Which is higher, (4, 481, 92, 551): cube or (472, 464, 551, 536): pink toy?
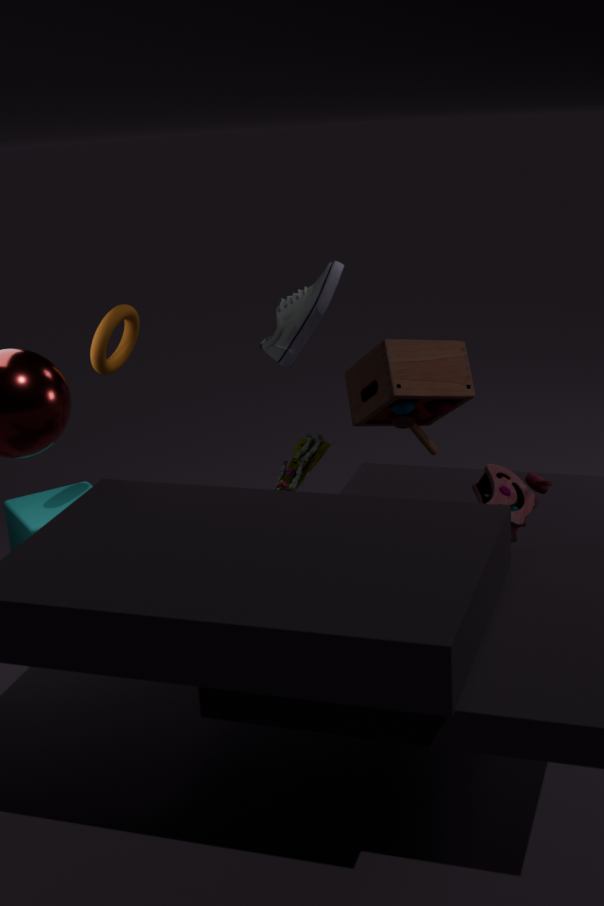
(472, 464, 551, 536): pink toy
